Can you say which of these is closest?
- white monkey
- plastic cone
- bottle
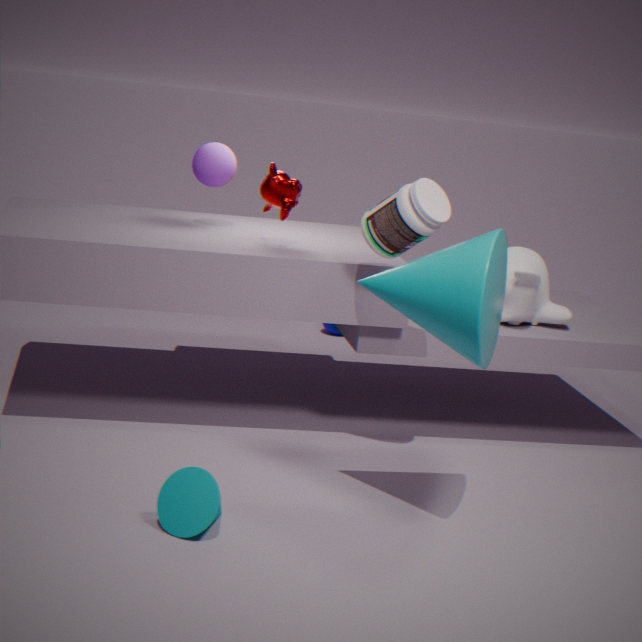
plastic cone
